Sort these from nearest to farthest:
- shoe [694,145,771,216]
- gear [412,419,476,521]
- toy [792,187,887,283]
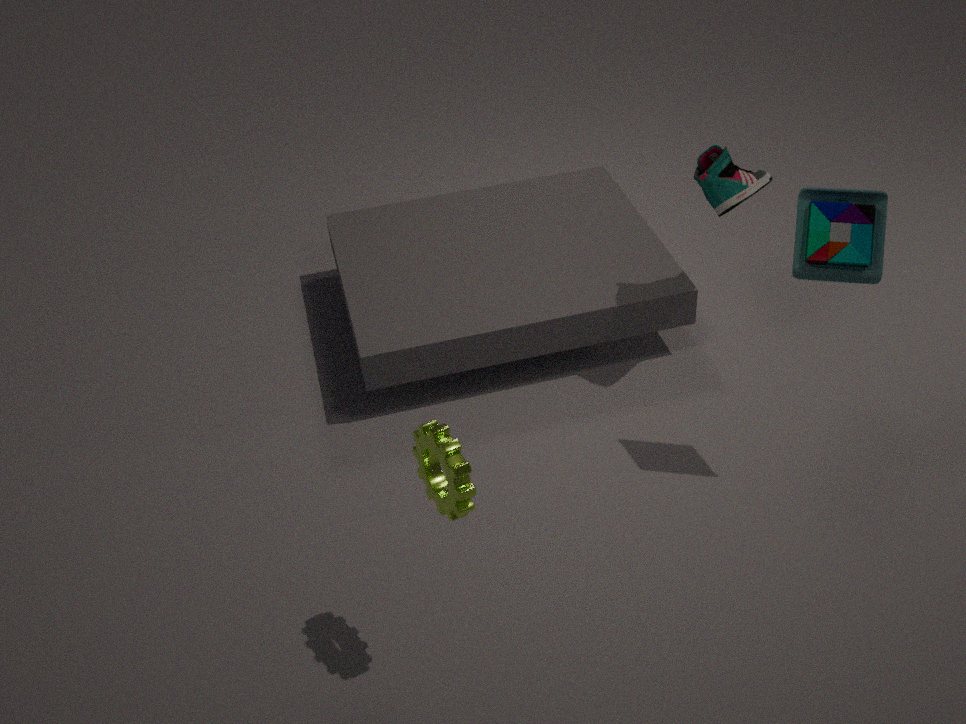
gear [412,419,476,521] < toy [792,187,887,283] < shoe [694,145,771,216]
